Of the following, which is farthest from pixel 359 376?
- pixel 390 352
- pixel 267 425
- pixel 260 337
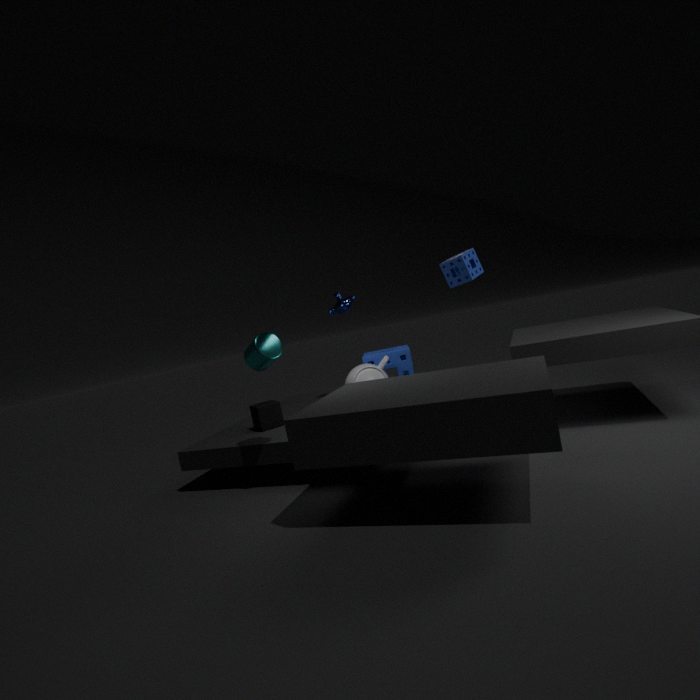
pixel 260 337
